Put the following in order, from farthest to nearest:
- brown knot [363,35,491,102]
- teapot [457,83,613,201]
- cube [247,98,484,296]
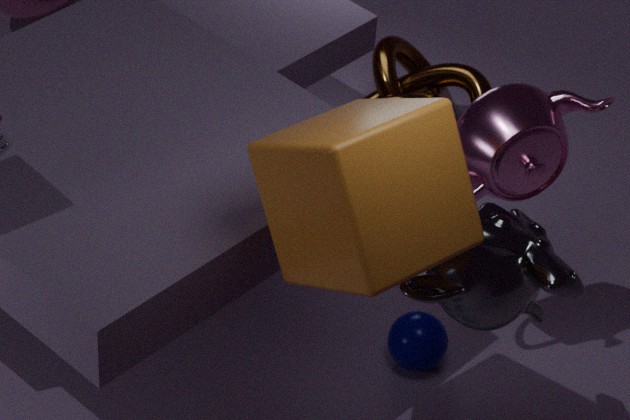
brown knot [363,35,491,102], teapot [457,83,613,201], cube [247,98,484,296]
